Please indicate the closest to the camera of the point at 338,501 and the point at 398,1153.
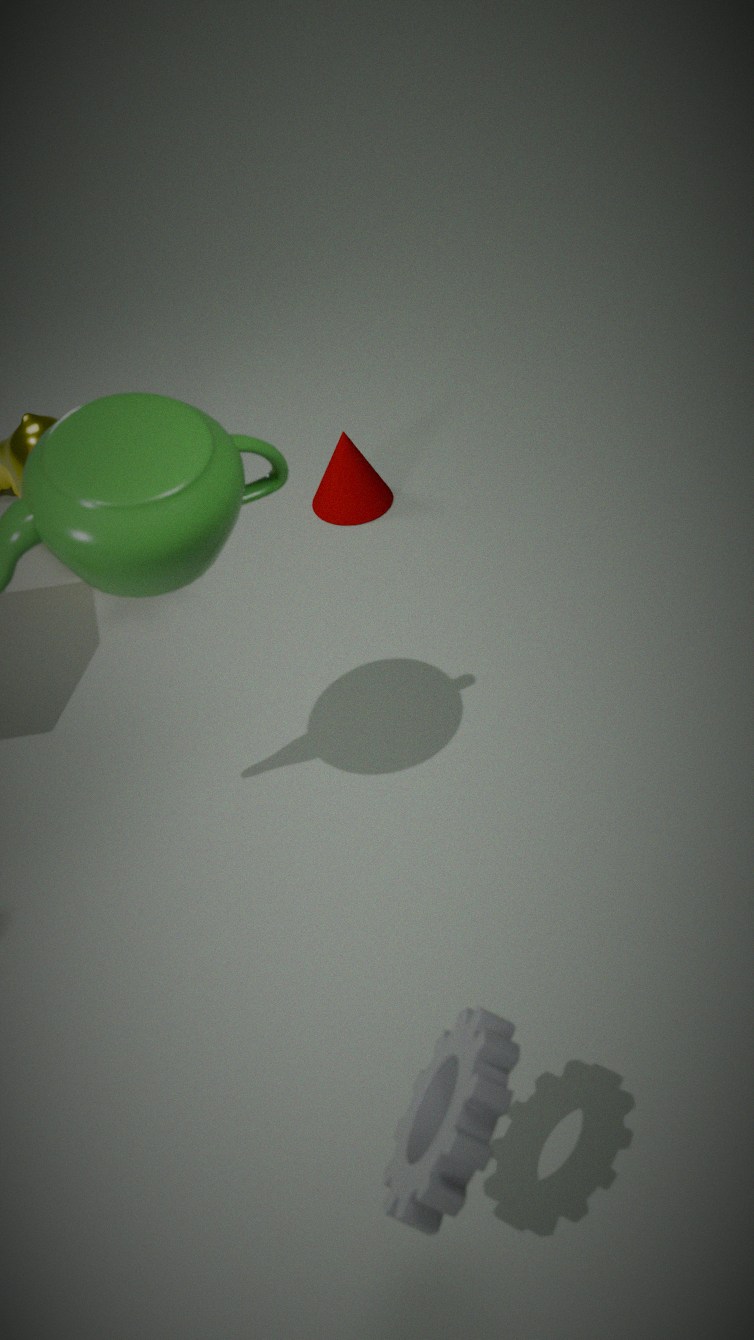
the point at 398,1153
